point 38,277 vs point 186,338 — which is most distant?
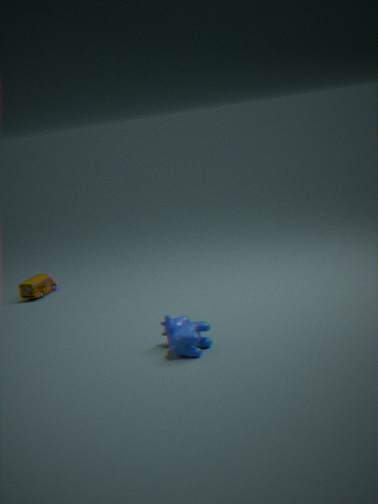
point 38,277
